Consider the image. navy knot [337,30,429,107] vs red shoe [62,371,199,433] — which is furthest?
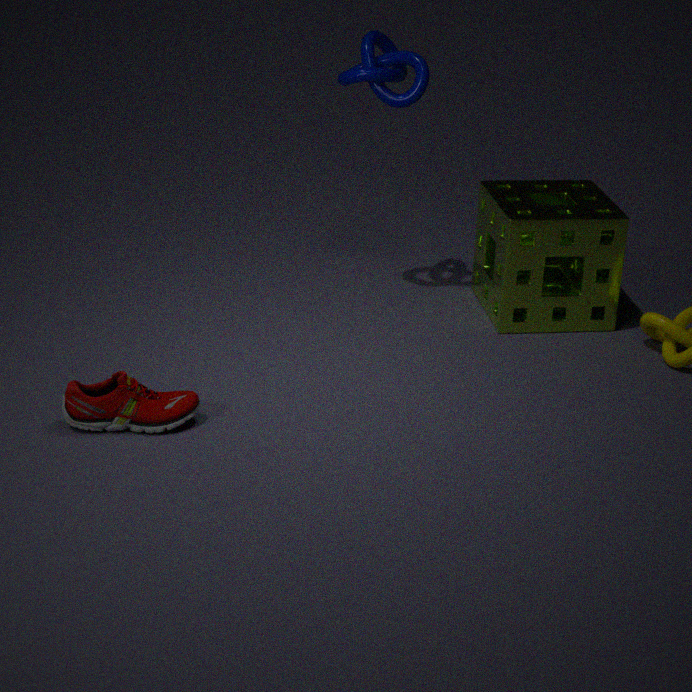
navy knot [337,30,429,107]
